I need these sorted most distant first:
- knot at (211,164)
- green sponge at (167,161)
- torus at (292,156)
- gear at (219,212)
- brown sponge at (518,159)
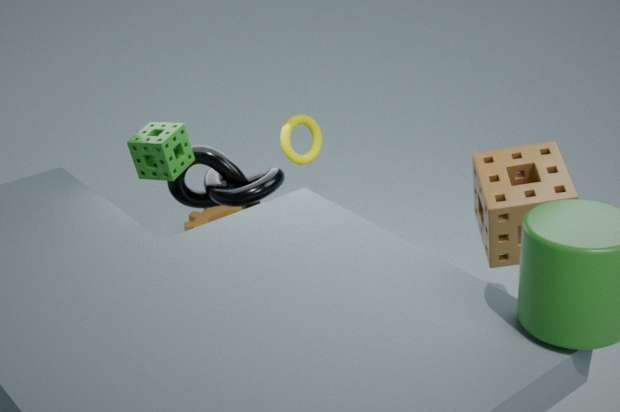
gear at (219,212) → torus at (292,156) → knot at (211,164) → green sponge at (167,161) → brown sponge at (518,159)
